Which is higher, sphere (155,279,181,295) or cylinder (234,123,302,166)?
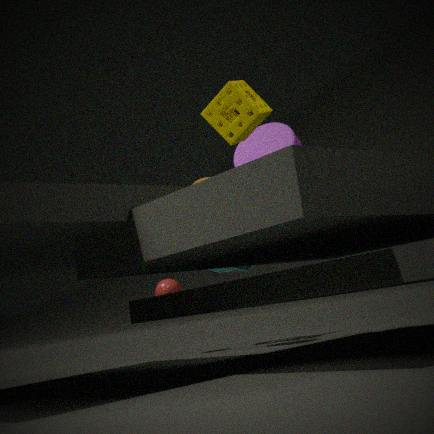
cylinder (234,123,302,166)
